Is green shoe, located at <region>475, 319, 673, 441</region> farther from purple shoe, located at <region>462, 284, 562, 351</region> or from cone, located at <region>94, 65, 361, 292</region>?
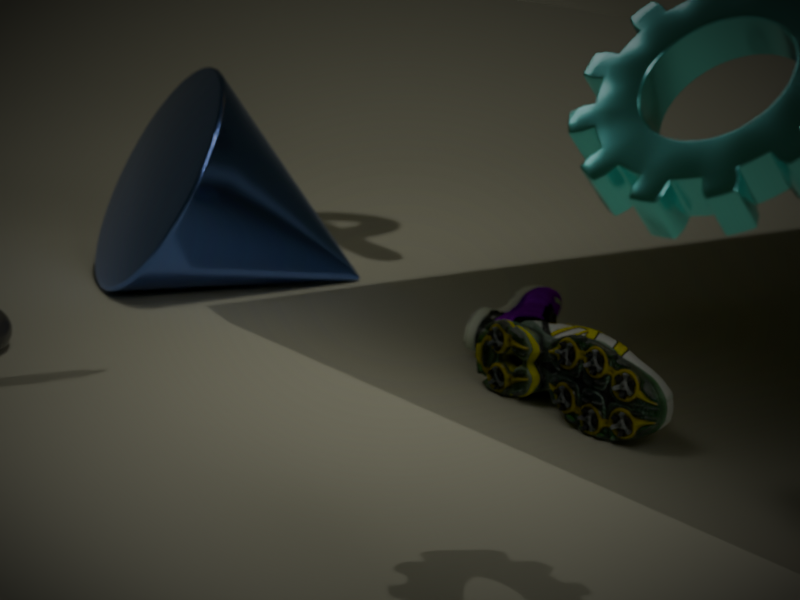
cone, located at <region>94, 65, 361, 292</region>
